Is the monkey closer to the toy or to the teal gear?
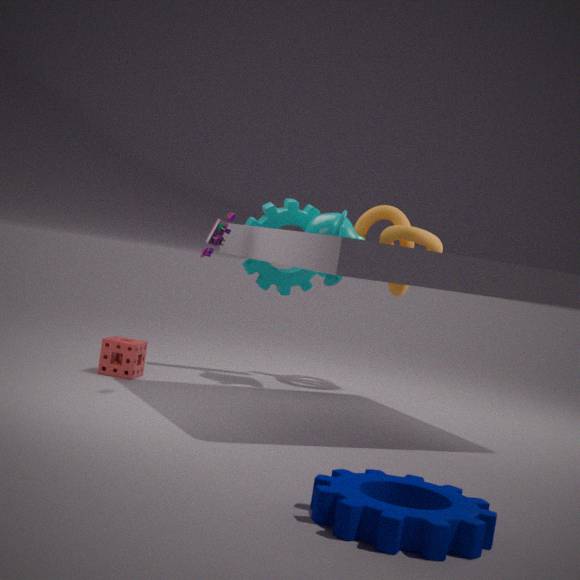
the teal gear
